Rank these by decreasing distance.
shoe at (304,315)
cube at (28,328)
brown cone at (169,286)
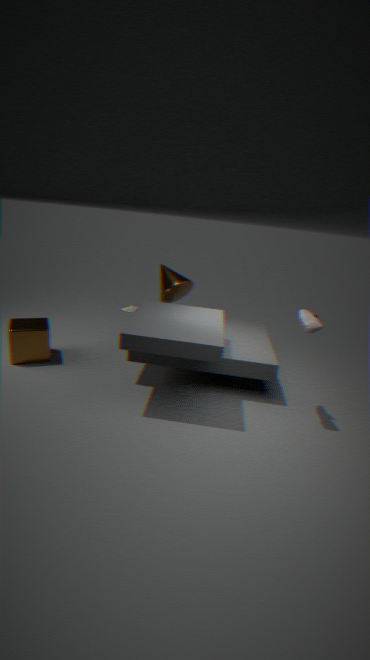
brown cone at (169,286) < cube at (28,328) < shoe at (304,315)
